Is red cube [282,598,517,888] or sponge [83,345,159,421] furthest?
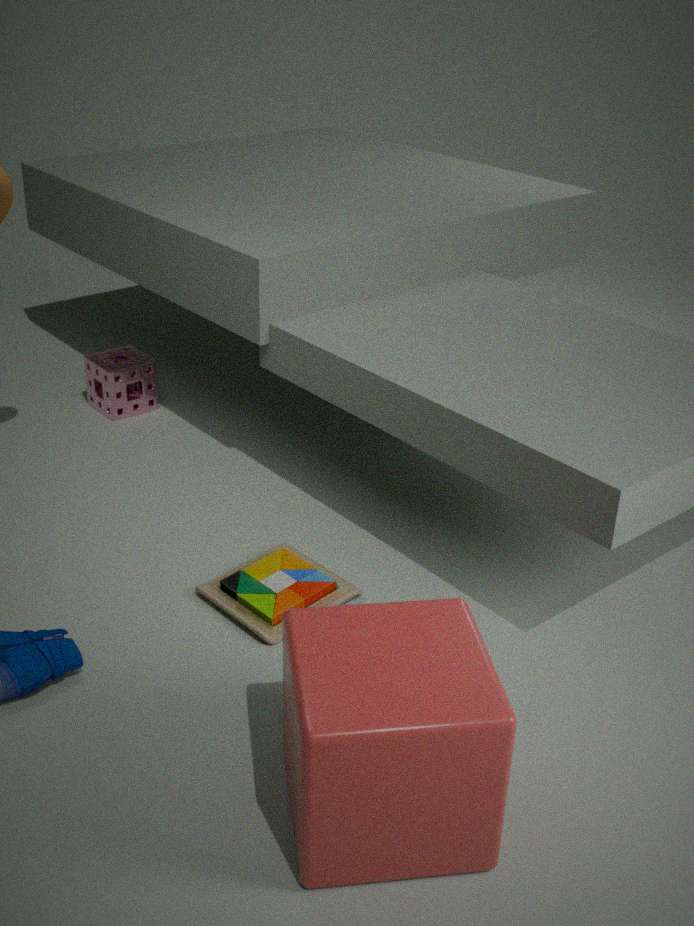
sponge [83,345,159,421]
